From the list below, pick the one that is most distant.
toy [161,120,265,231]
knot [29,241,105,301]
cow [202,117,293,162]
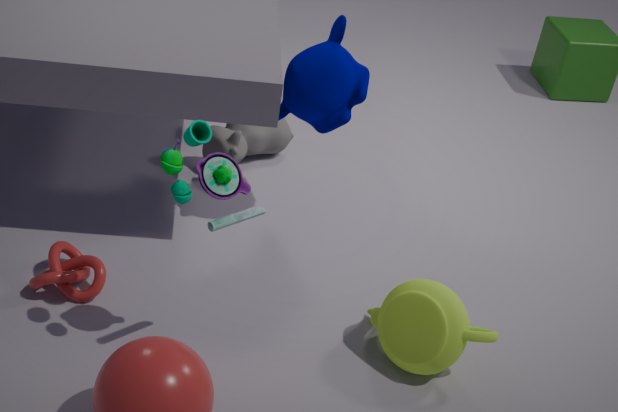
cow [202,117,293,162]
